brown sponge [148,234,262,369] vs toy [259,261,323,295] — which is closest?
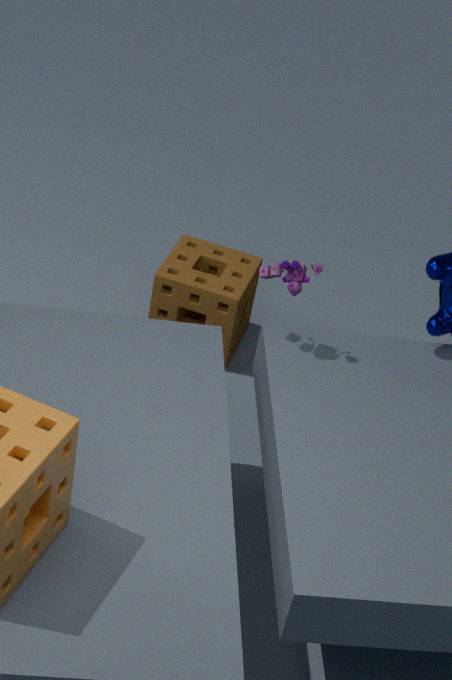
toy [259,261,323,295]
